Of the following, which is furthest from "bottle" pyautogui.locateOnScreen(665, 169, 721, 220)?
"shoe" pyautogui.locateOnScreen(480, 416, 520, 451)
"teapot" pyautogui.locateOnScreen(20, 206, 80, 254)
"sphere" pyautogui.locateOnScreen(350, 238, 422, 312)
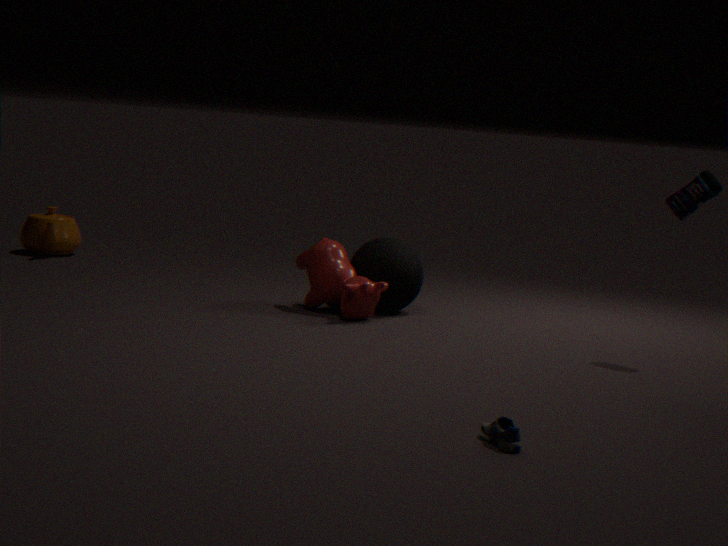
"teapot" pyautogui.locateOnScreen(20, 206, 80, 254)
